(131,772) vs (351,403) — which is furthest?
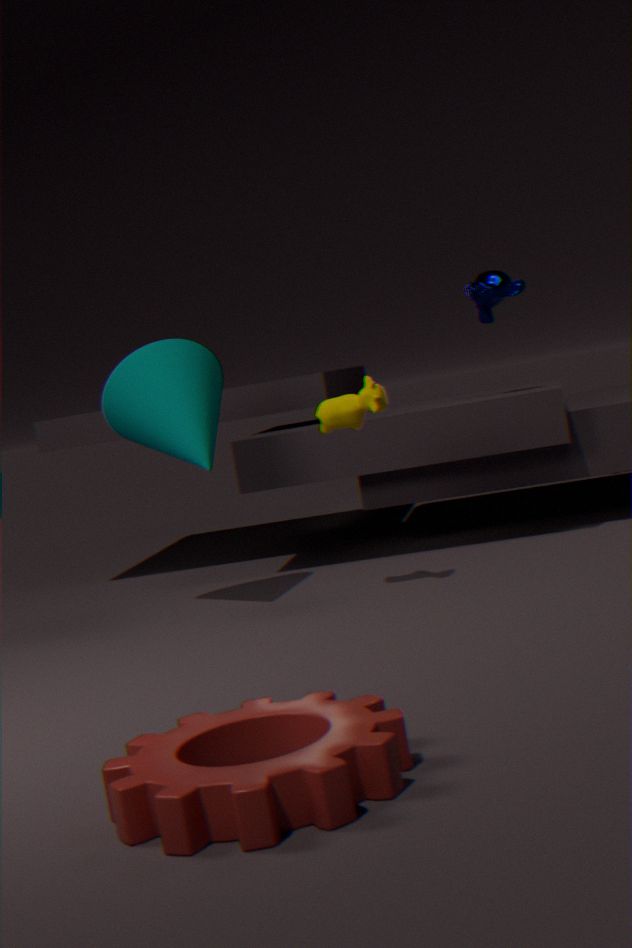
(351,403)
